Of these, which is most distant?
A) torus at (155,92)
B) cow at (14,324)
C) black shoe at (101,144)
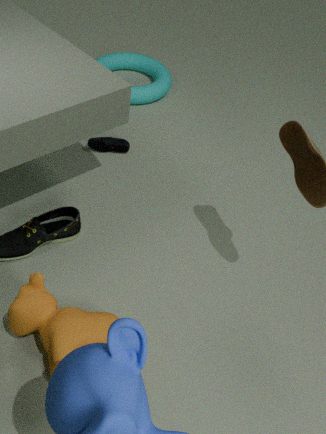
torus at (155,92)
